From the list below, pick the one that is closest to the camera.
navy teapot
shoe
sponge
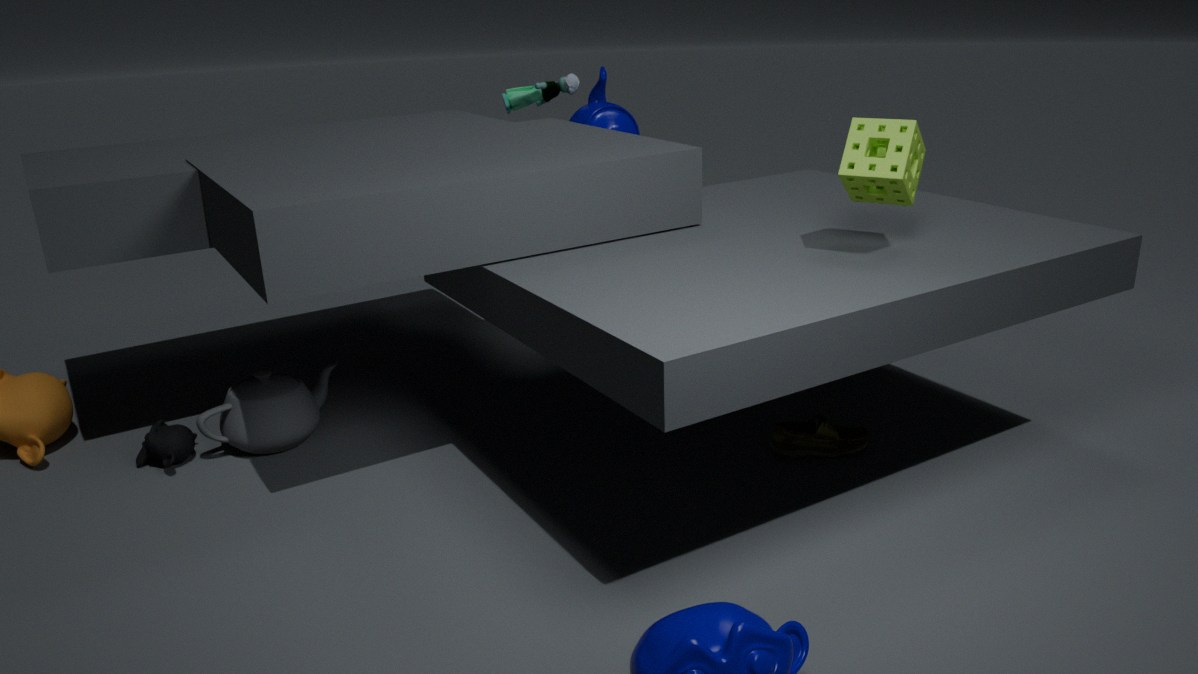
sponge
